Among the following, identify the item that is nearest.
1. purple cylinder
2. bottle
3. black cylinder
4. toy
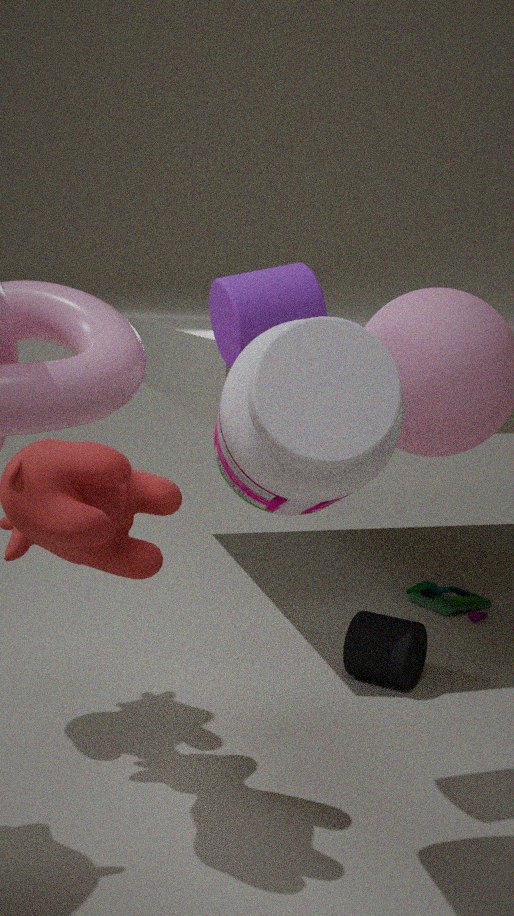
bottle
